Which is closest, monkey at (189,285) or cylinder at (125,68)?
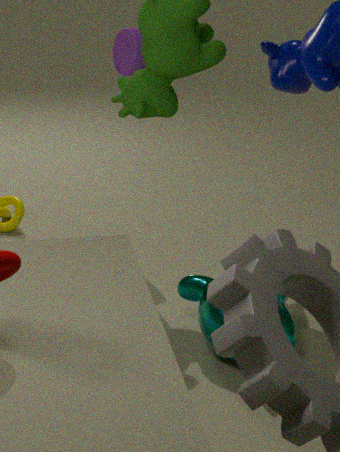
monkey at (189,285)
